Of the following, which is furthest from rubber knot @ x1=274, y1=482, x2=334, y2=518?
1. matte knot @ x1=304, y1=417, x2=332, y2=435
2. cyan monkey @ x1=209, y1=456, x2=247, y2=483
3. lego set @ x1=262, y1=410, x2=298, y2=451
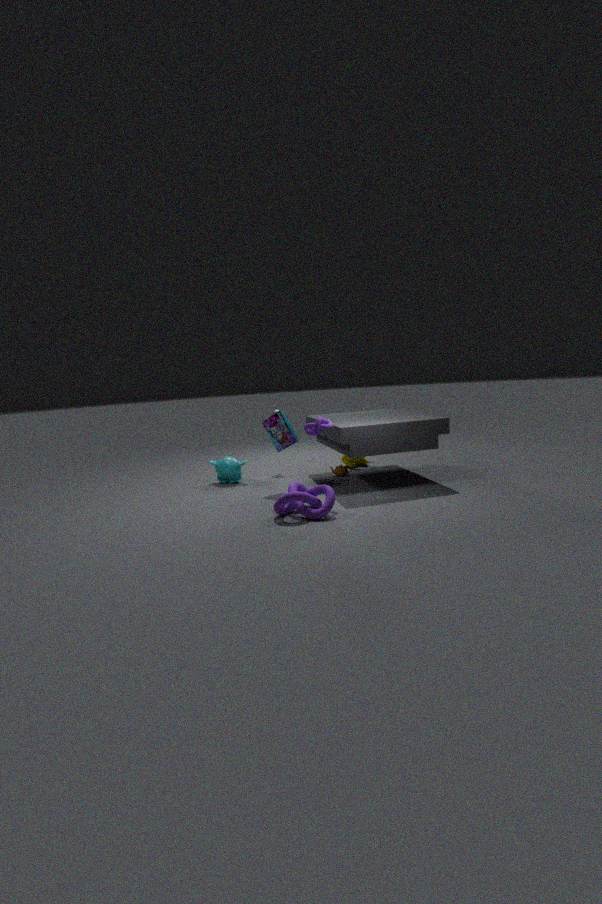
cyan monkey @ x1=209, y1=456, x2=247, y2=483
